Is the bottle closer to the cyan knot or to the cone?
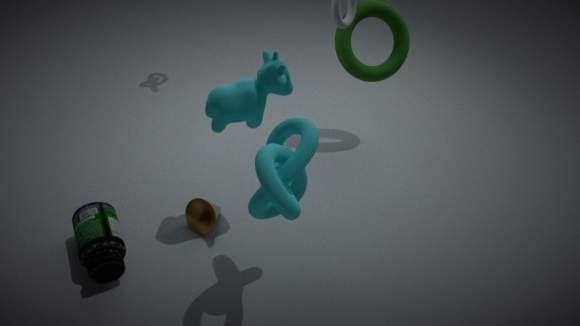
the cone
